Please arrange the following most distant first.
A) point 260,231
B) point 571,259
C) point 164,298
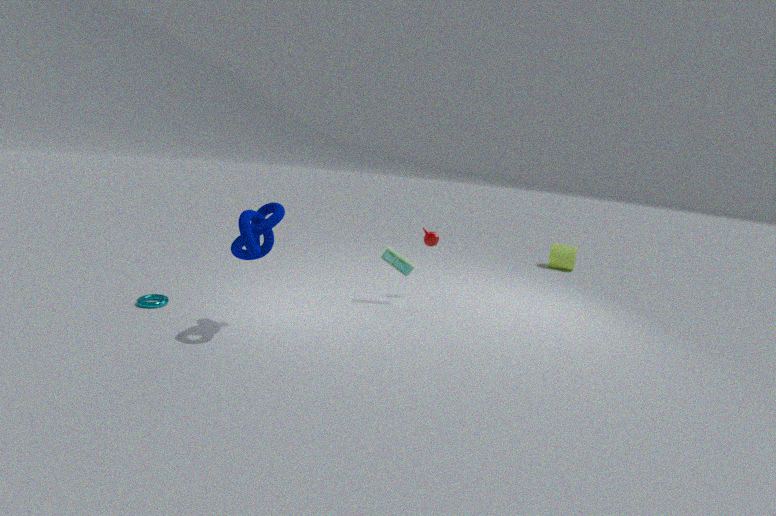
point 571,259
point 164,298
point 260,231
